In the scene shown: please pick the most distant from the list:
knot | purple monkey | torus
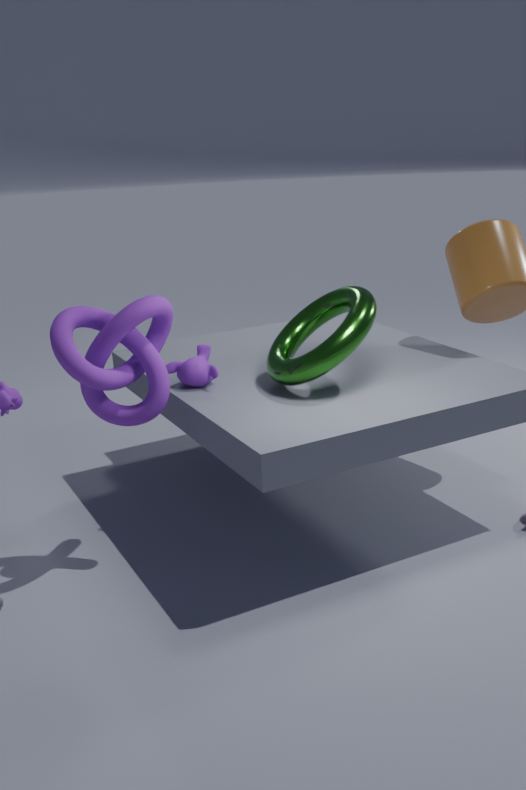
purple monkey
